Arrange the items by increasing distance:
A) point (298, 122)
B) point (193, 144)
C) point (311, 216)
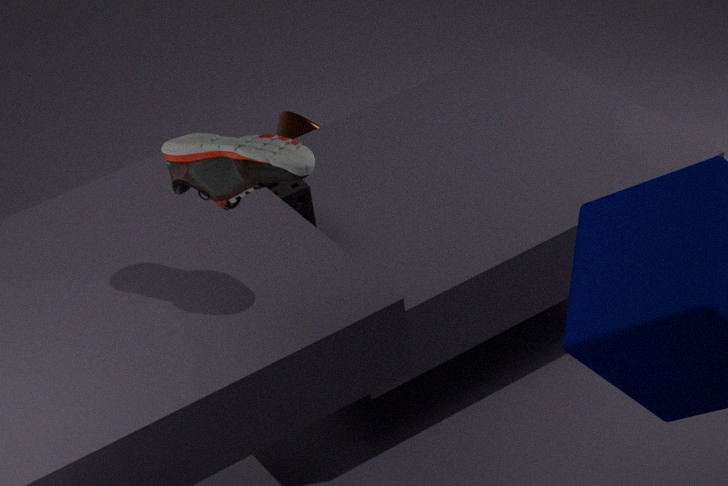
point (193, 144)
point (311, 216)
point (298, 122)
